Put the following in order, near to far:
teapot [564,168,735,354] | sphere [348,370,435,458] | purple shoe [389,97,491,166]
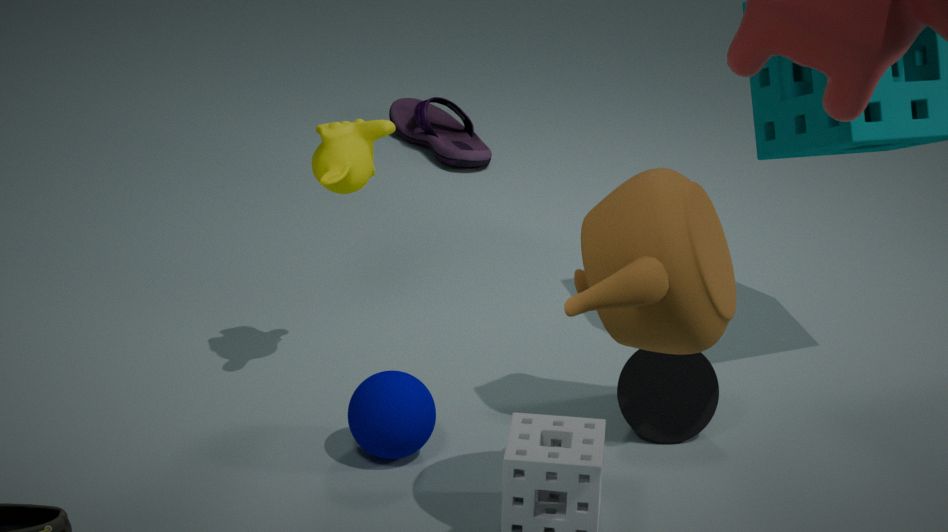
teapot [564,168,735,354]
sphere [348,370,435,458]
purple shoe [389,97,491,166]
